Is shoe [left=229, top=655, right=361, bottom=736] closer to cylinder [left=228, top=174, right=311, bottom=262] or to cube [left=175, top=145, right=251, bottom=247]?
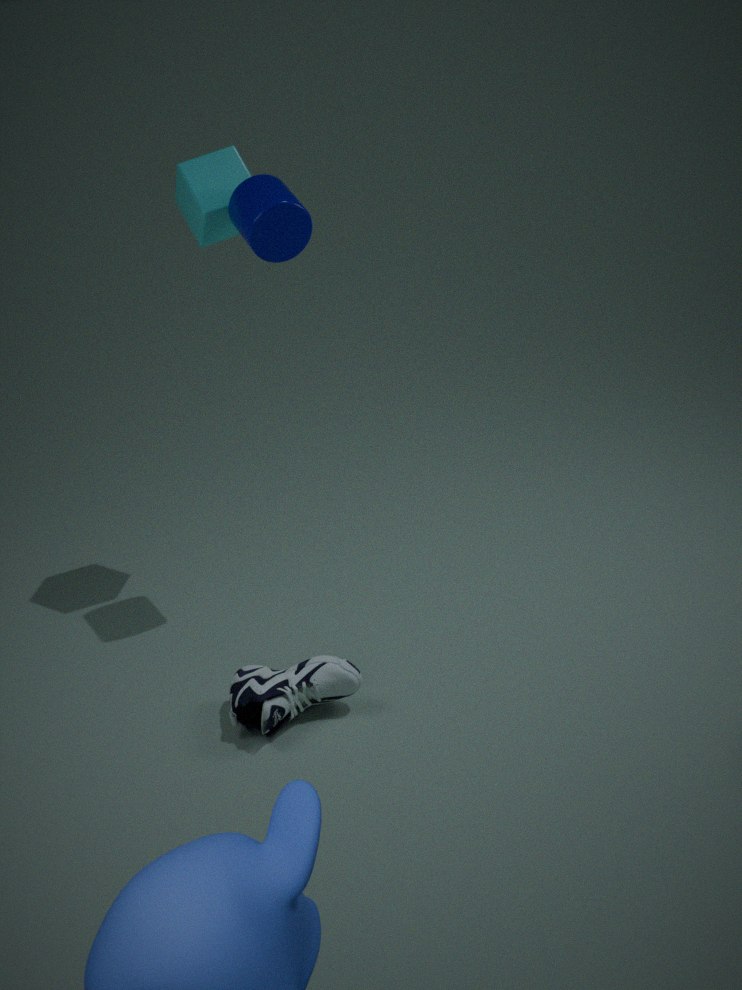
cylinder [left=228, top=174, right=311, bottom=262]
